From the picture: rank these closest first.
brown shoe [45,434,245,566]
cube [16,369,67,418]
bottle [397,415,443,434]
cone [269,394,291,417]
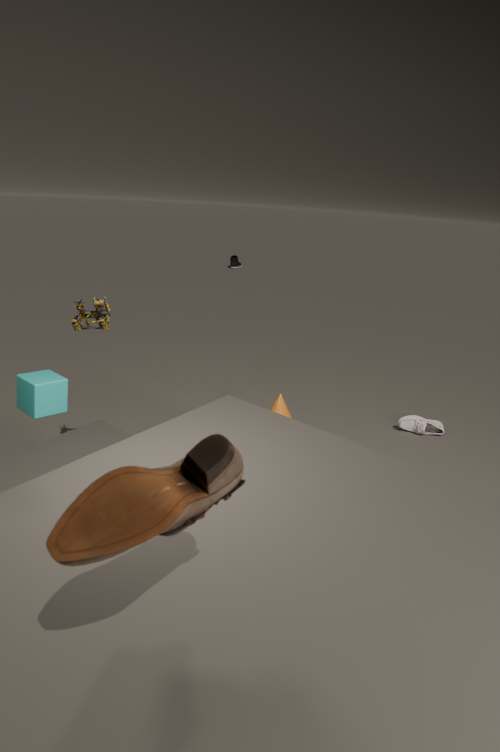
brown shoe [45,434,245,566]
cube [16,369,67,418]
cone [269,394,291,417]
bottle [397,415,443,434]
